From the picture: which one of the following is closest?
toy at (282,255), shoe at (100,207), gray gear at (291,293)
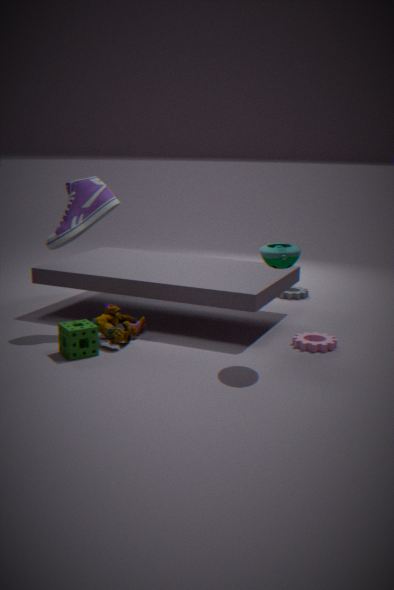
toy at (282,255)
